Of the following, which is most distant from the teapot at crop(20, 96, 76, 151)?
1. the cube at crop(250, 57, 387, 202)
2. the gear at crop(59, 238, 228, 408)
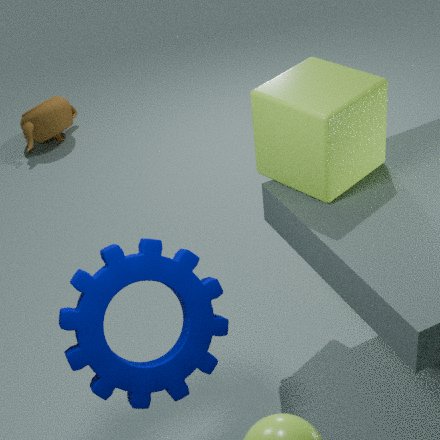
the gear at crop(59, 238, 228, 408)
